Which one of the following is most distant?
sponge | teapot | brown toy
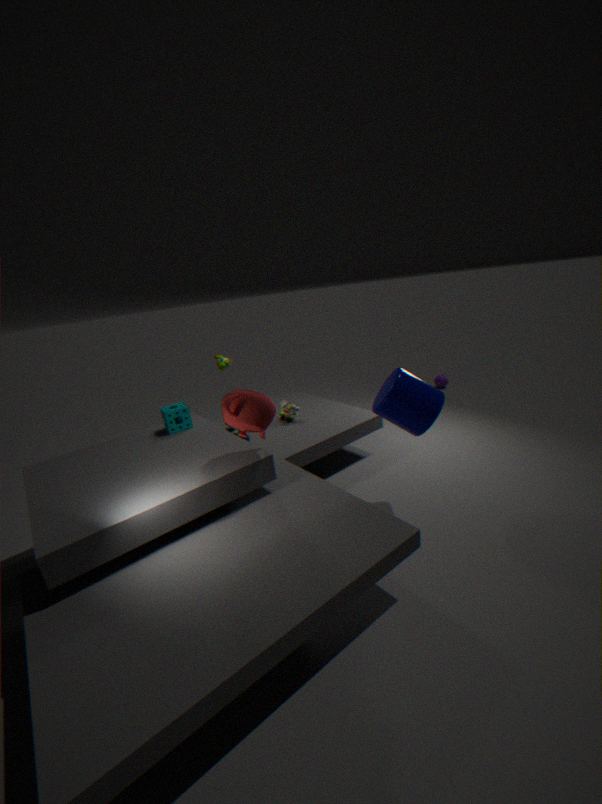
brown toy
